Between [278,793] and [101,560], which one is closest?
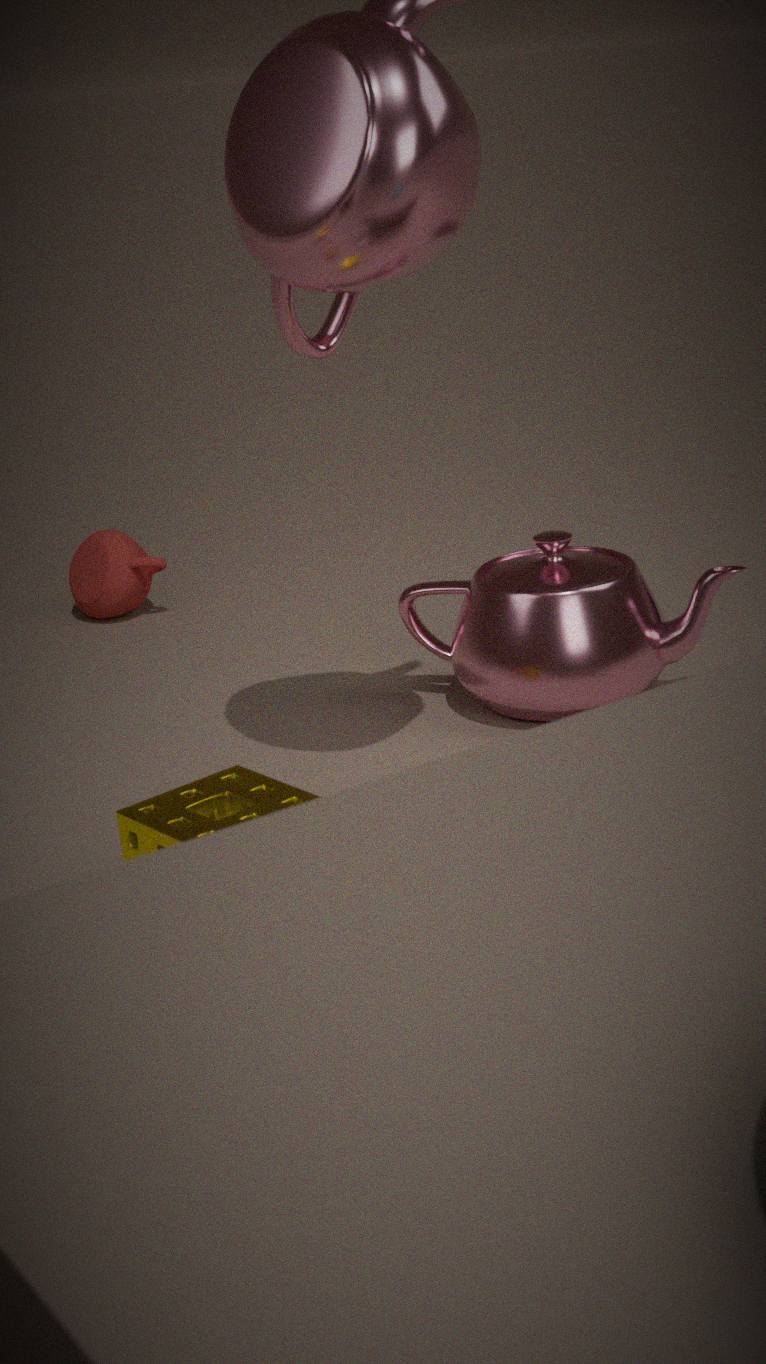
[278,793]
